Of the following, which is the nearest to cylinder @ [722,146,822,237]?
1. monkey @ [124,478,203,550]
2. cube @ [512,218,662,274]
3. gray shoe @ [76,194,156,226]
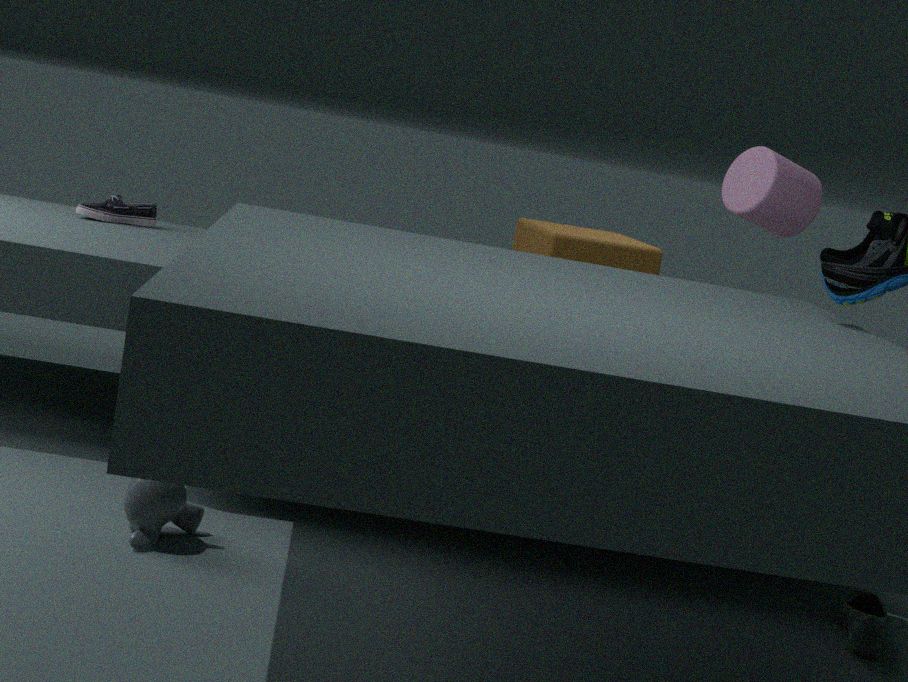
cube @ [512,218,662,274]
